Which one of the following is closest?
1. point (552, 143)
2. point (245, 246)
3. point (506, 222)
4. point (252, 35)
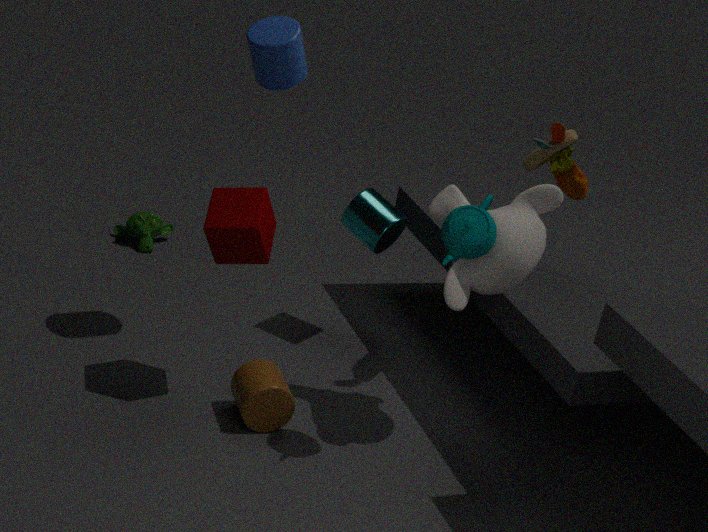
point (506, 222)
